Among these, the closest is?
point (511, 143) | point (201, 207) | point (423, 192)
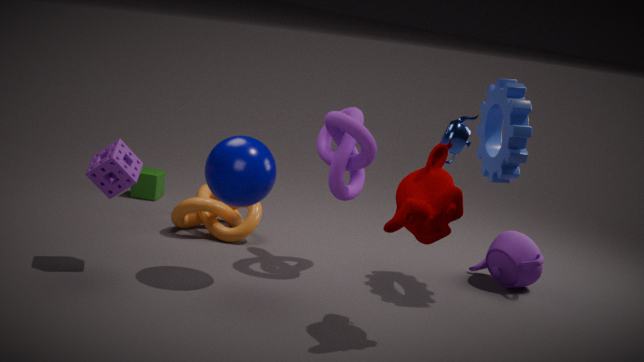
point (423, 192)
